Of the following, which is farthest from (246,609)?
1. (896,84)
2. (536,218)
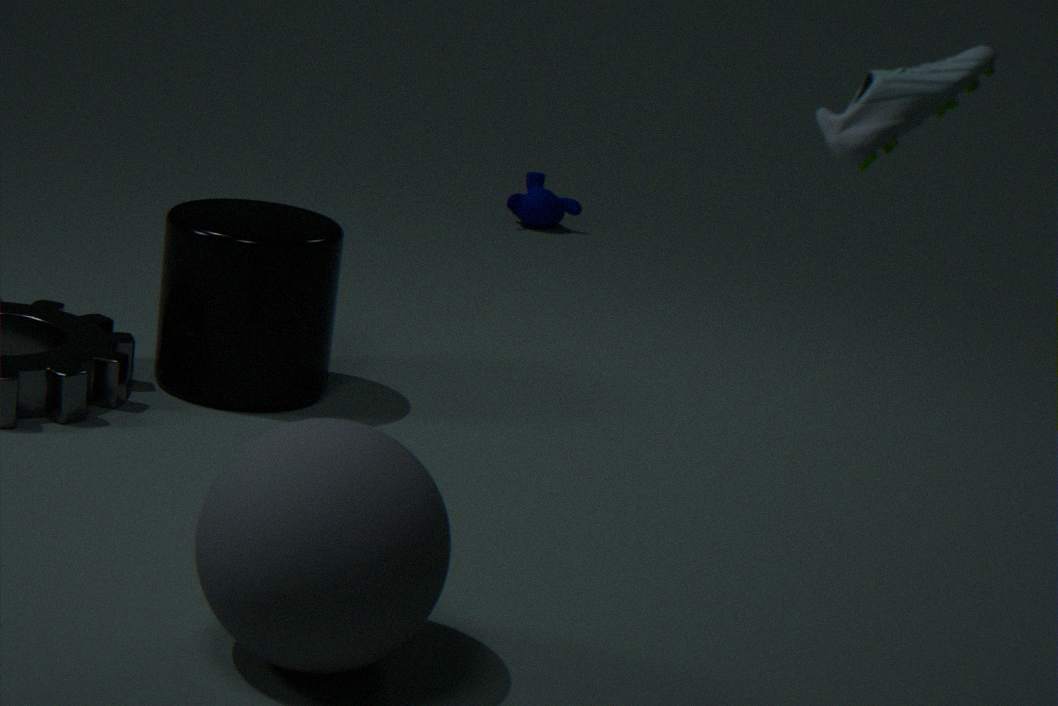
(536,218)
